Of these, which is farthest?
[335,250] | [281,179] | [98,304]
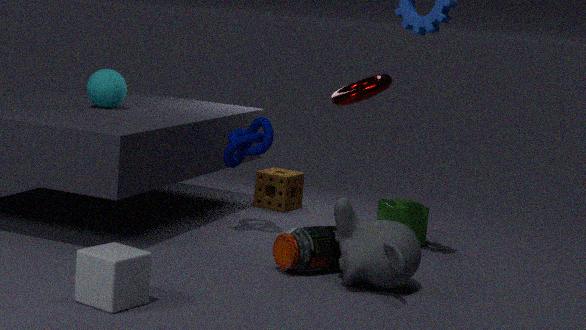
[281,179]
